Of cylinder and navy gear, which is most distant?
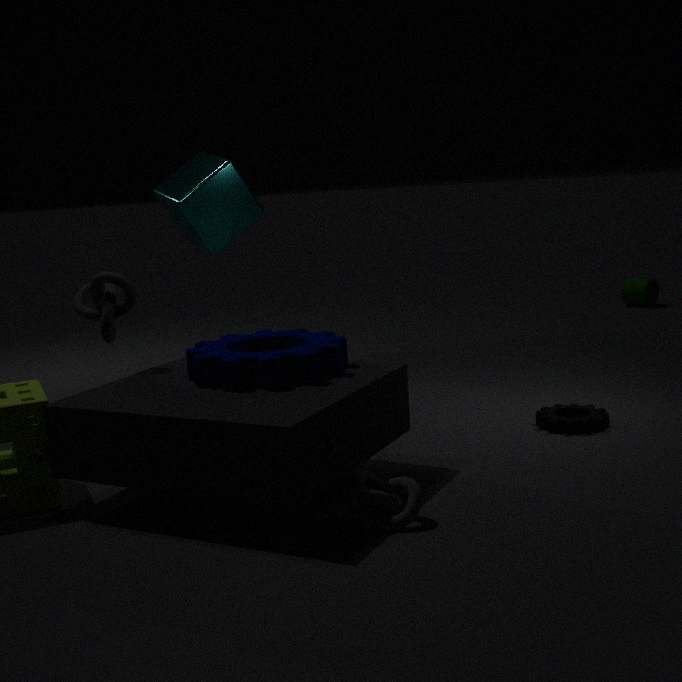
cylinder
